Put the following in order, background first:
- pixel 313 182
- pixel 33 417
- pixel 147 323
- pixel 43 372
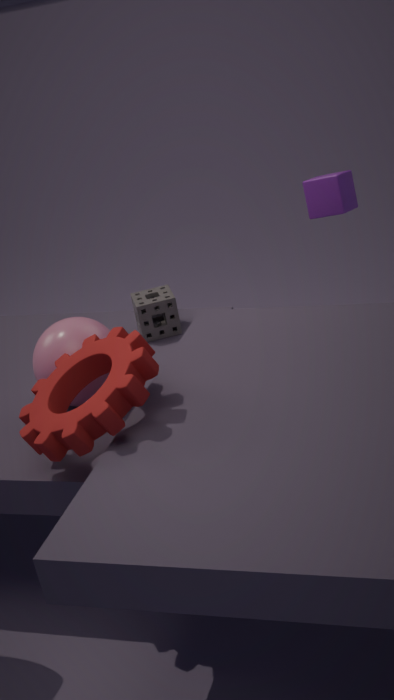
pixel 313 182 → pixel 147 323 → pixel 43 372 → pixel 33 417
